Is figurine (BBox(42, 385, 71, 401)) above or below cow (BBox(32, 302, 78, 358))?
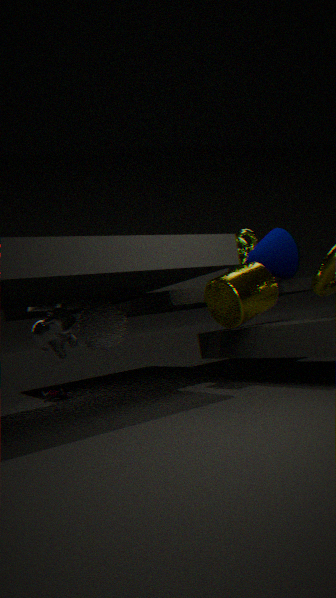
below
